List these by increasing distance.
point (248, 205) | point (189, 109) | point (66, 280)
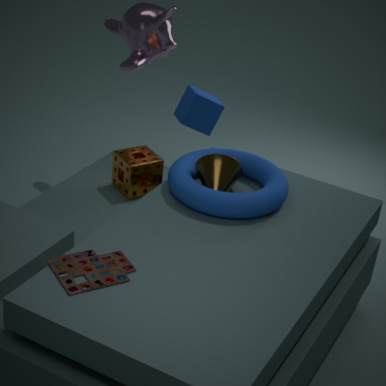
point (66, 280) < point (248, 205) < point (189, 109)
